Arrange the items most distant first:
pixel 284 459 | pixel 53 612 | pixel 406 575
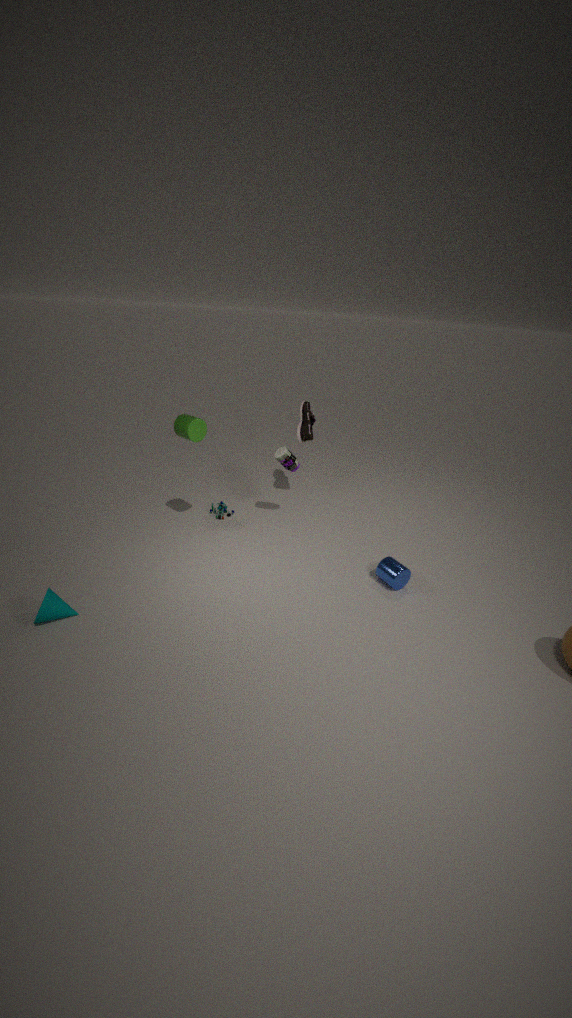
1. pixel 284 459
2. pixel 406 575
3. pixel 53 612
